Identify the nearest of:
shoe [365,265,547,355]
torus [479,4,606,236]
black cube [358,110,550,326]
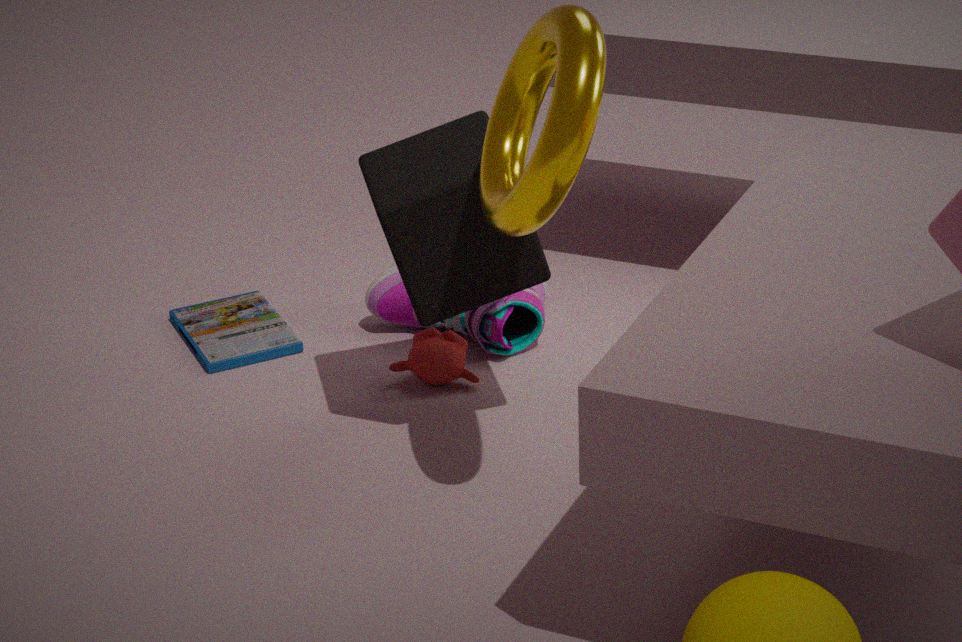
torus [479,4,606,236]
